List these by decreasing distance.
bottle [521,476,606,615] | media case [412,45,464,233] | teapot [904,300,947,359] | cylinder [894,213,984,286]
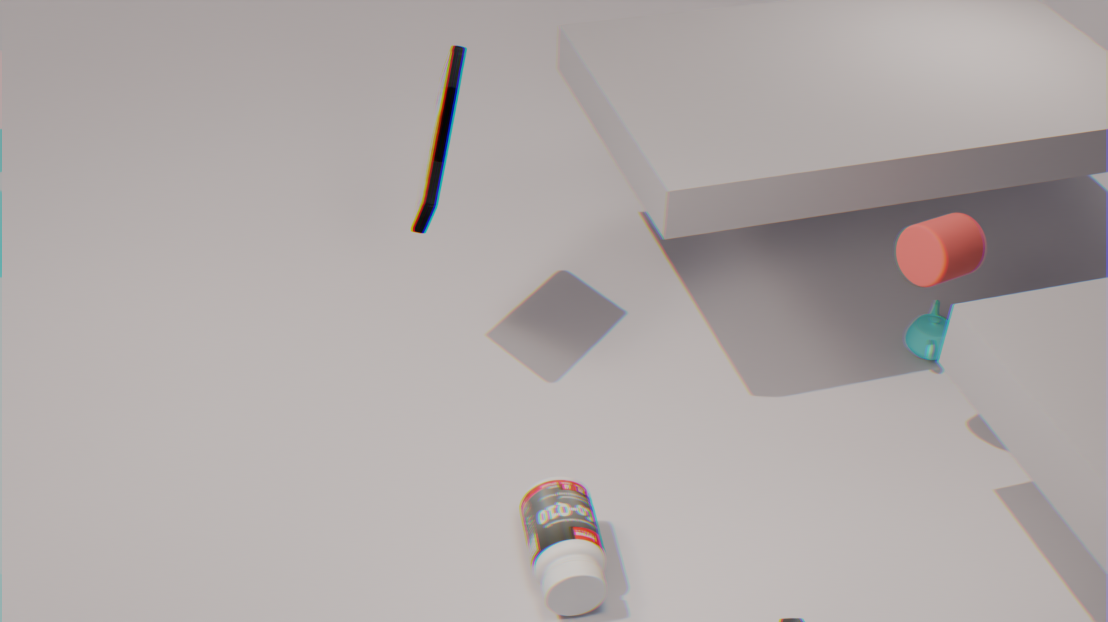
1. teapot [904,300,947,359]
2. media case [412,45,464,233]
3. cylinder [894,213,984,286]
4. bottle [521,476,606,615]
